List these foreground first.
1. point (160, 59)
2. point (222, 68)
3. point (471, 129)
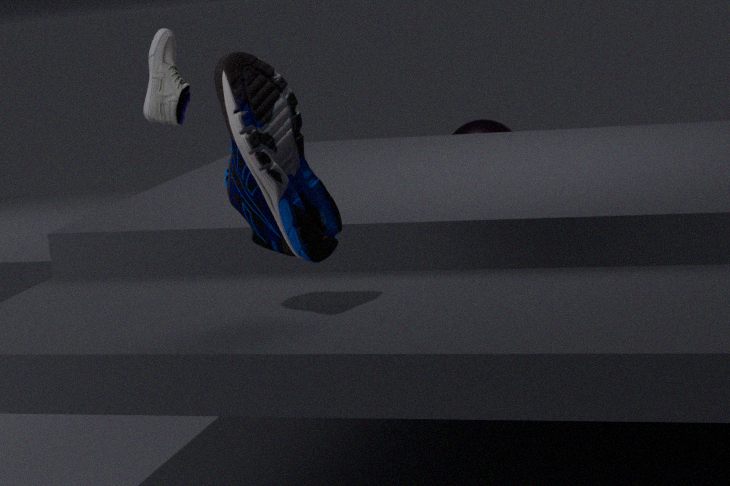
point (222, 68)
point (160, 59)
point (471, 129)
